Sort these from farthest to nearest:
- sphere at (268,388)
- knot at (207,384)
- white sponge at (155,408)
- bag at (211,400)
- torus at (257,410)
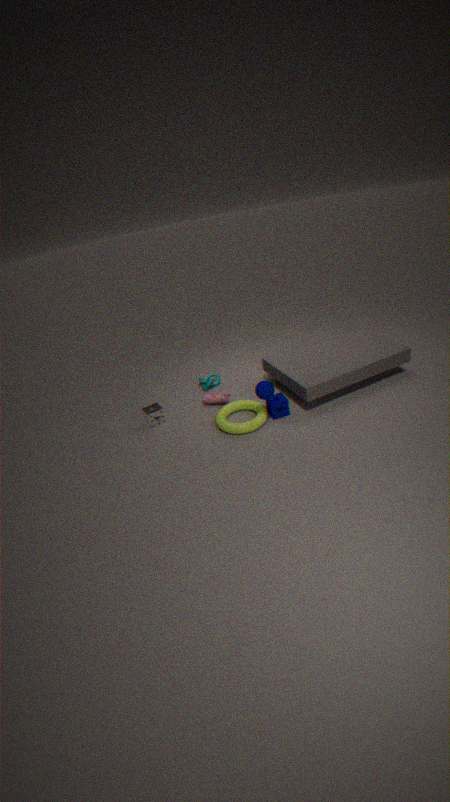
knot at (207,384) < bag at (211,400) < white sponge at (155,408) < torus at (257,410) < sphere at (268,388)
